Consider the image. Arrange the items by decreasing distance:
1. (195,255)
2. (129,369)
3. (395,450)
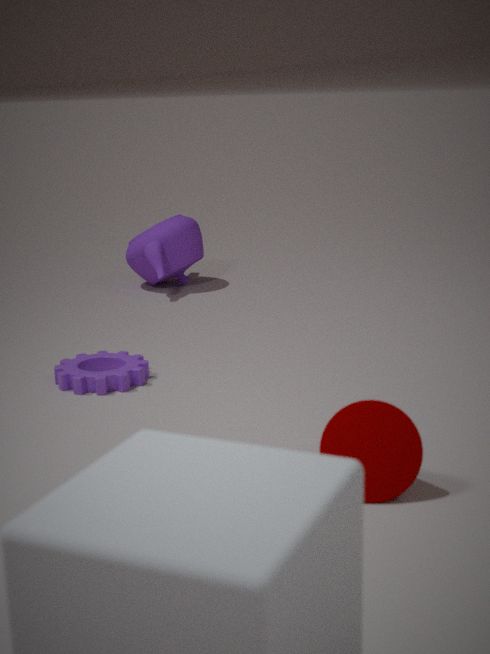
(195,255) < (129,369) < (395,450)
